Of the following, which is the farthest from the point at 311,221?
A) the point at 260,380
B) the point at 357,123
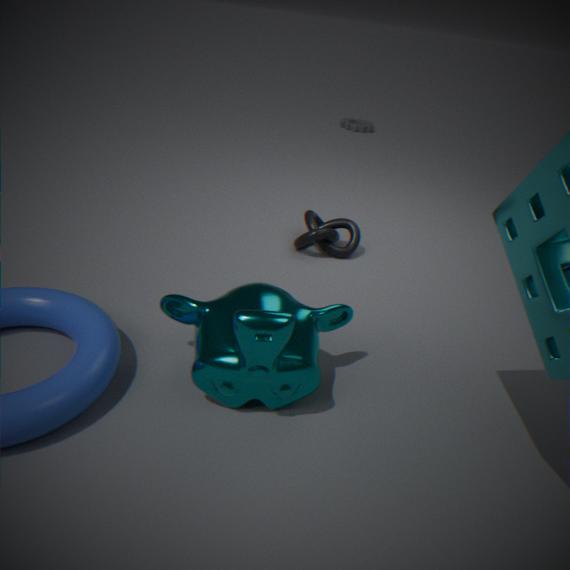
the point at 357,123
